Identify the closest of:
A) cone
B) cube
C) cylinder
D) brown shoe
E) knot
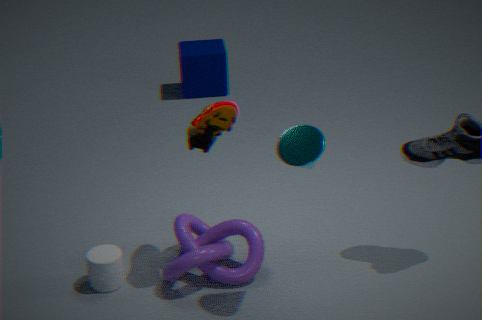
cone
